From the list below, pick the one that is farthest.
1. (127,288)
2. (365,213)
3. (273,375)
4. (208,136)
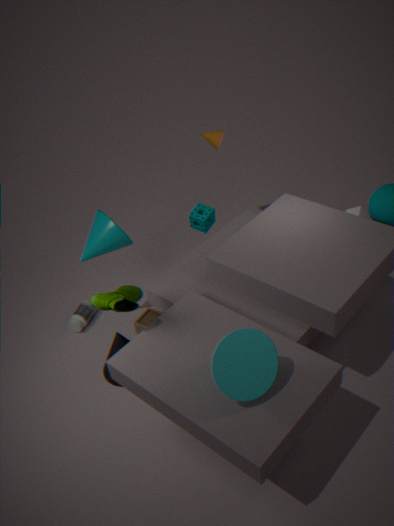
(208,136)
